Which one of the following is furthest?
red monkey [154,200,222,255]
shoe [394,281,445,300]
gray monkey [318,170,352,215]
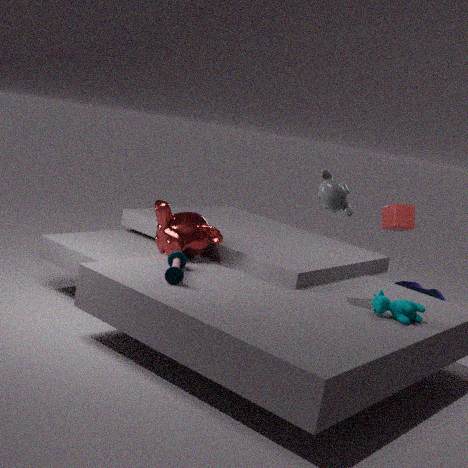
shoe [394,281,445,300]
